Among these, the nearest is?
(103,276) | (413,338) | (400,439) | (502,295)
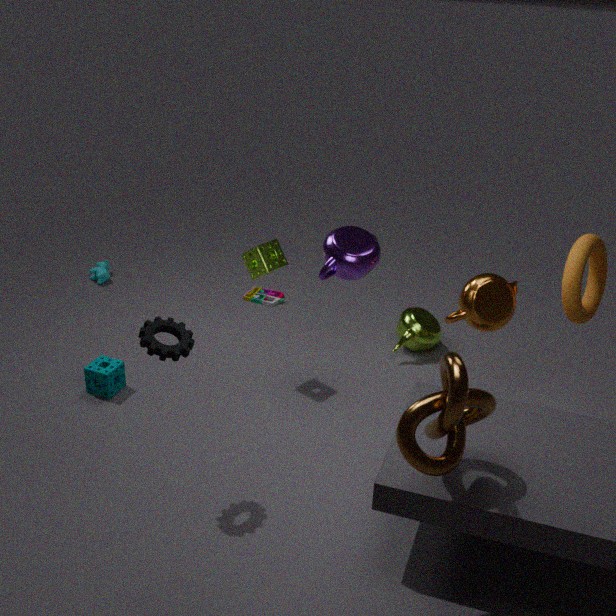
(400,439)
